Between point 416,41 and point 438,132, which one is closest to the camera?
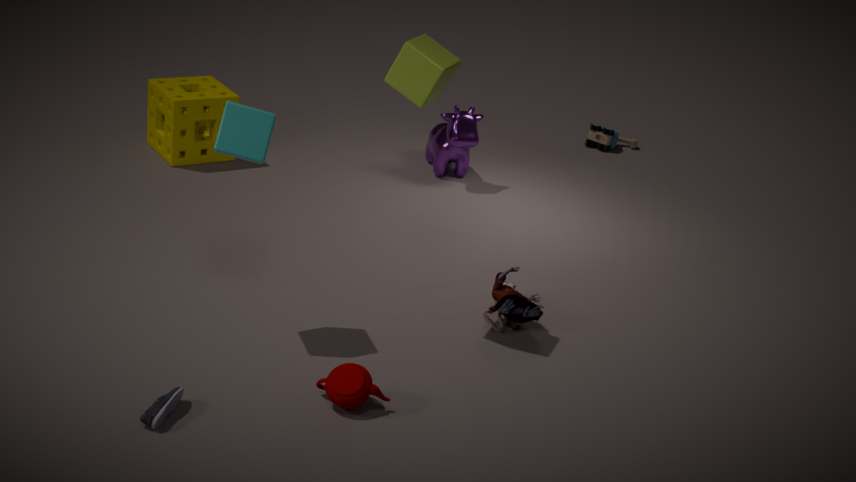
point 416,41
